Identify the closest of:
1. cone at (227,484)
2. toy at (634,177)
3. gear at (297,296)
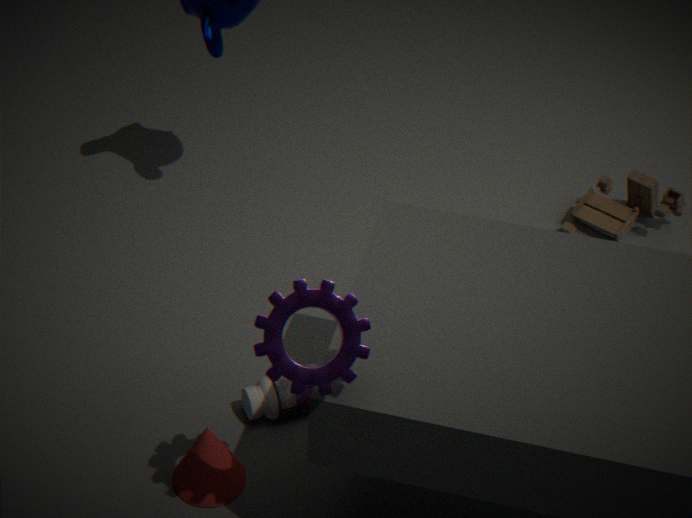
gear at (297,296)
